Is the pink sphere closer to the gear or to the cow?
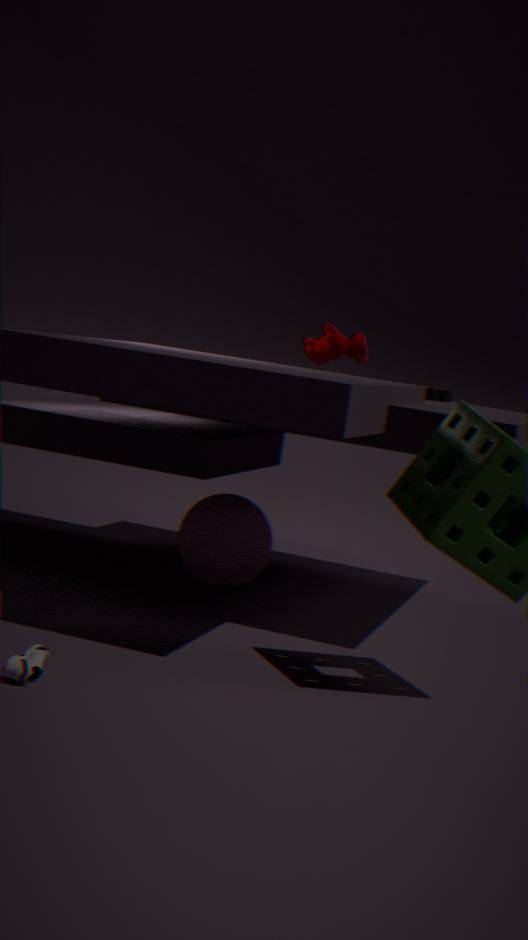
the cow
